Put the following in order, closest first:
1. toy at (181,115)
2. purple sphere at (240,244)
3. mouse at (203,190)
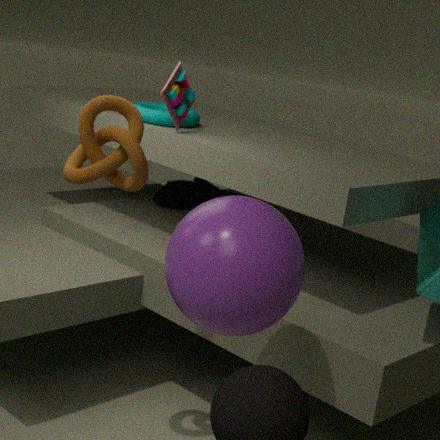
purple sphere at (240,244) < toy at (181,115) < mouse at (203,190)
